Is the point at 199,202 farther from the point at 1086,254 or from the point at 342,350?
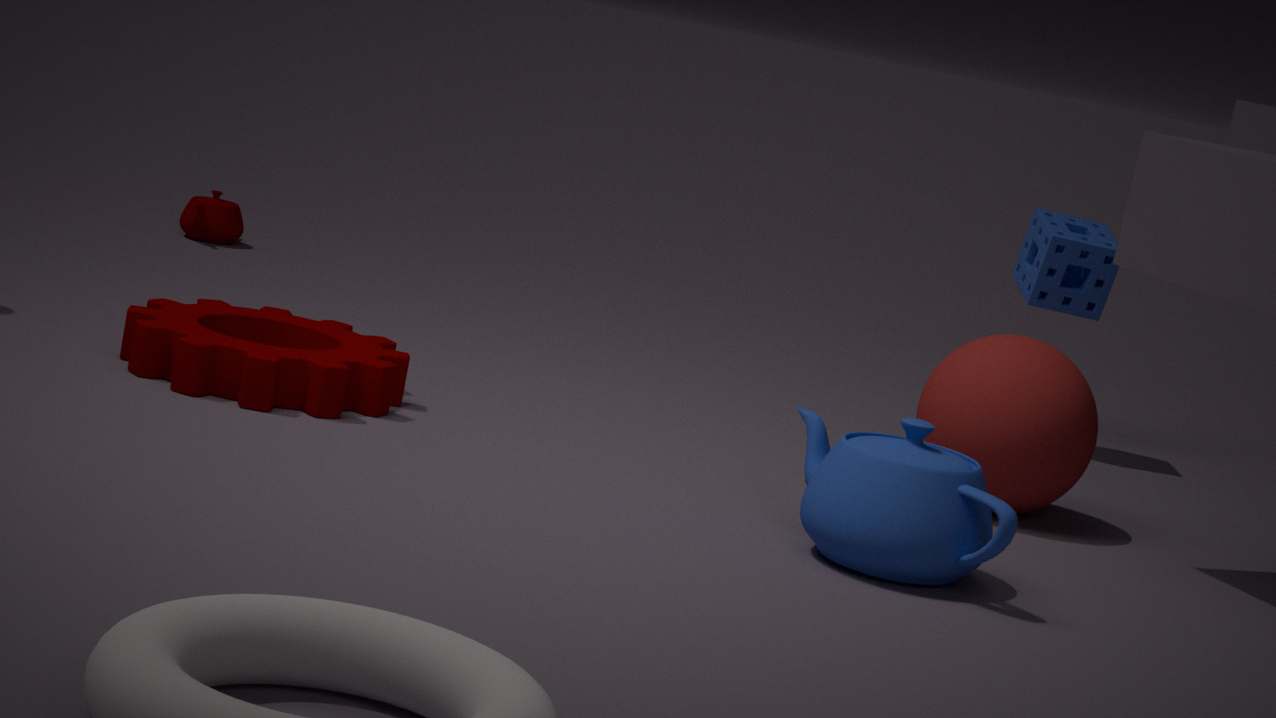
the point at 1086,254
